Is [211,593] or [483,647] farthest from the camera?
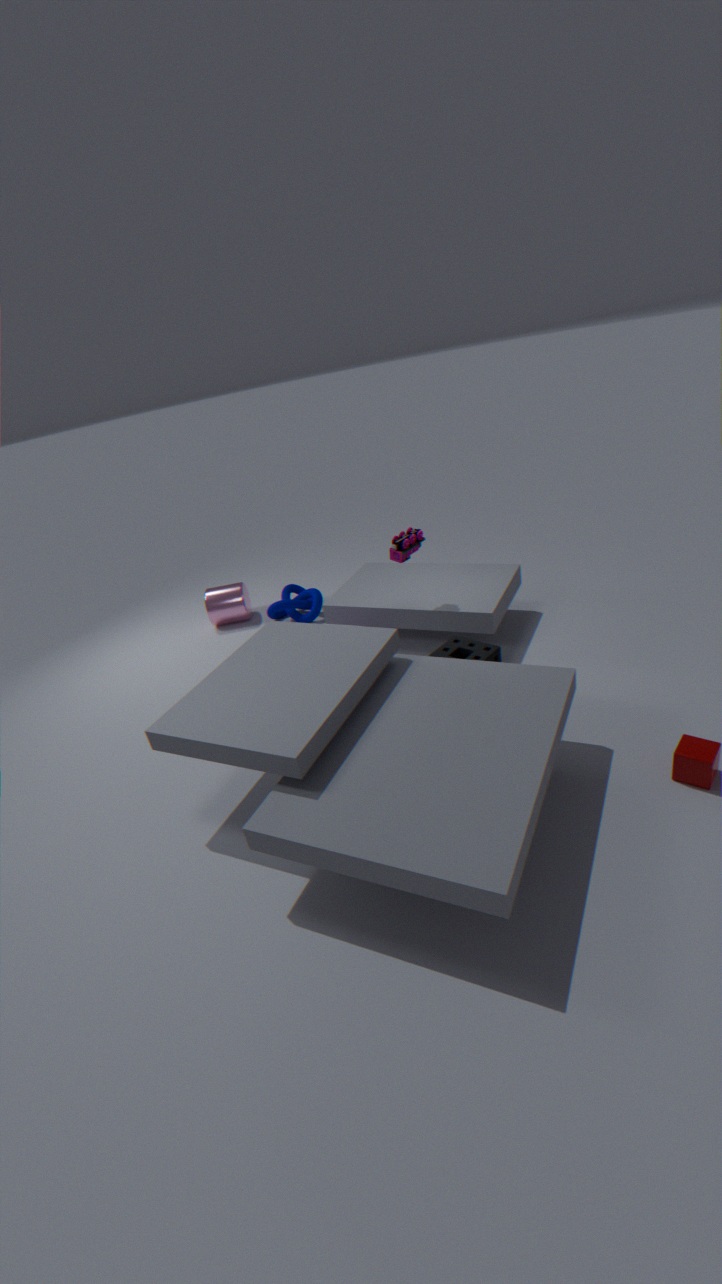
[211,593]
